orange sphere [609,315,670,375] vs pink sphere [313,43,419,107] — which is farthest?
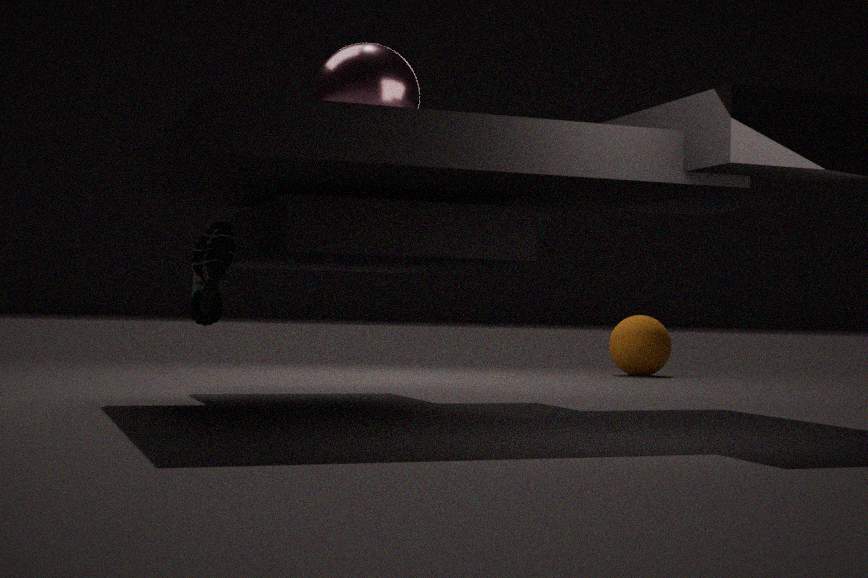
orange sphere [609,315,670,375]
